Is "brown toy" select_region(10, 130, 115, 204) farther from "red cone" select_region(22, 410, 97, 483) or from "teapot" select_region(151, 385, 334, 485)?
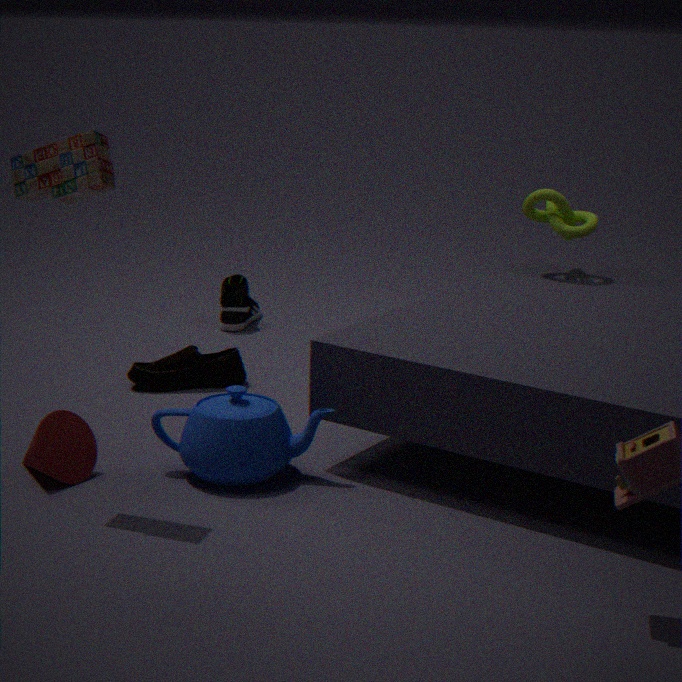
"teapot" select_region(151, 385, 334, 485)
